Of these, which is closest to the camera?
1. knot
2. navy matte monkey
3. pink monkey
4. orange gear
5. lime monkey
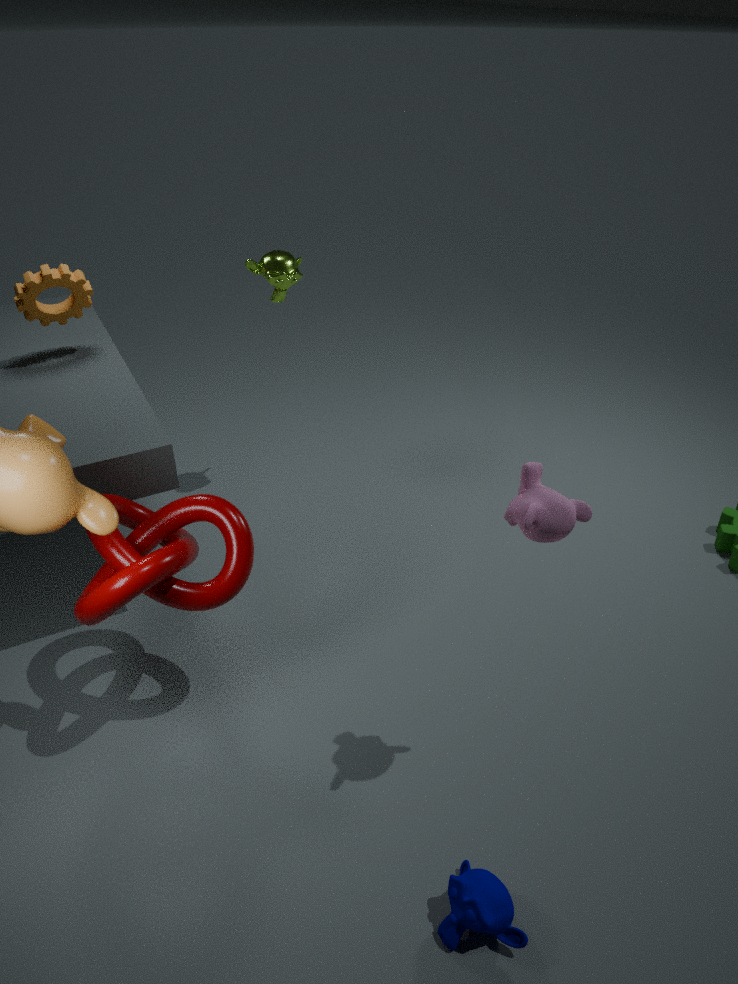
pink monkey
